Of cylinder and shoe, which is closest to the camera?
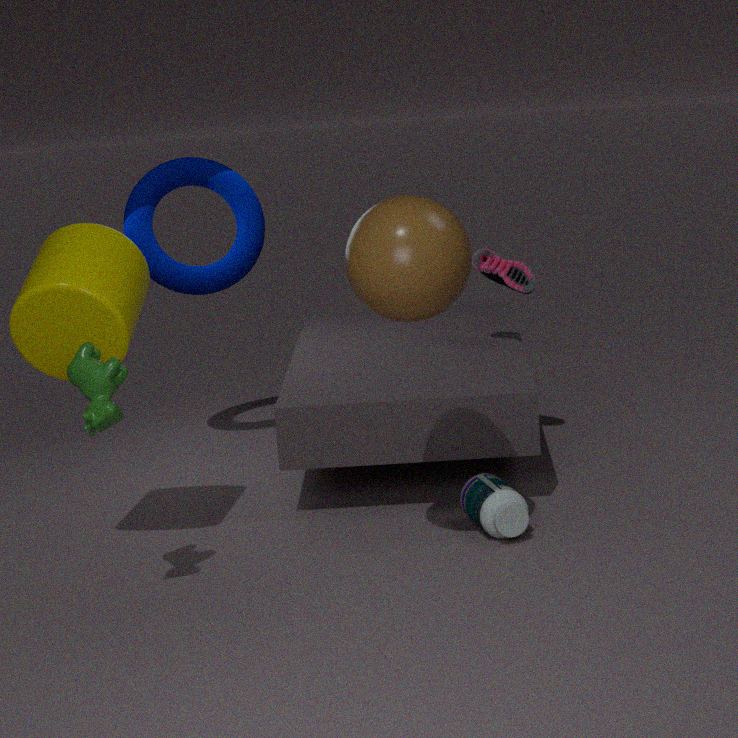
cylinder
